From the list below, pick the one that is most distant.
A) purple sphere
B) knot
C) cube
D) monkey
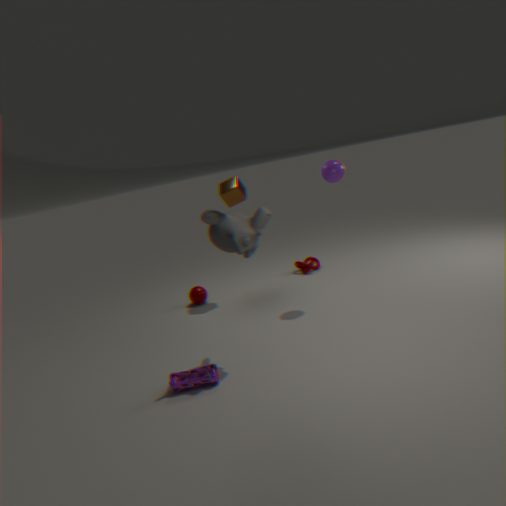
knot
